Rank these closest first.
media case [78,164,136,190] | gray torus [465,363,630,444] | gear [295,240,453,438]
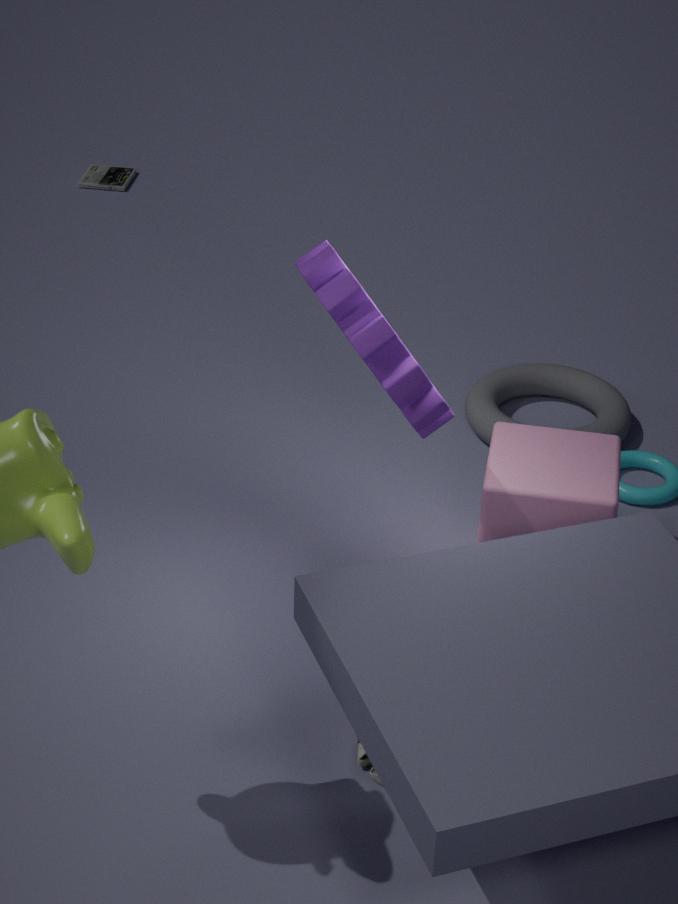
gear [295,240,453,438] < gray torus [465,363,630,444] < media case [78,164,136,190]
